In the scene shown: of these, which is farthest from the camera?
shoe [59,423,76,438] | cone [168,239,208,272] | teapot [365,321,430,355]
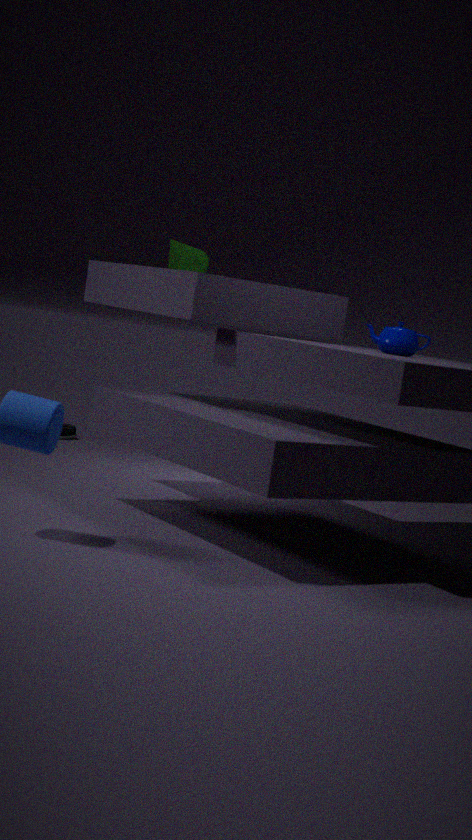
shoe [59,423,76,438]
